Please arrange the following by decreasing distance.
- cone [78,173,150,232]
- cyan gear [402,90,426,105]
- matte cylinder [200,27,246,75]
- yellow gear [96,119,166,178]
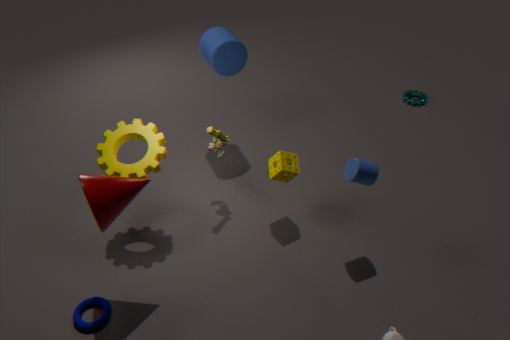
1. cyan gear [402,90,426,105]
2. matte cylinder [200,27,246,75]
3. yellow gear [96,119,166,178]
4. cone [78,173,150,232]
